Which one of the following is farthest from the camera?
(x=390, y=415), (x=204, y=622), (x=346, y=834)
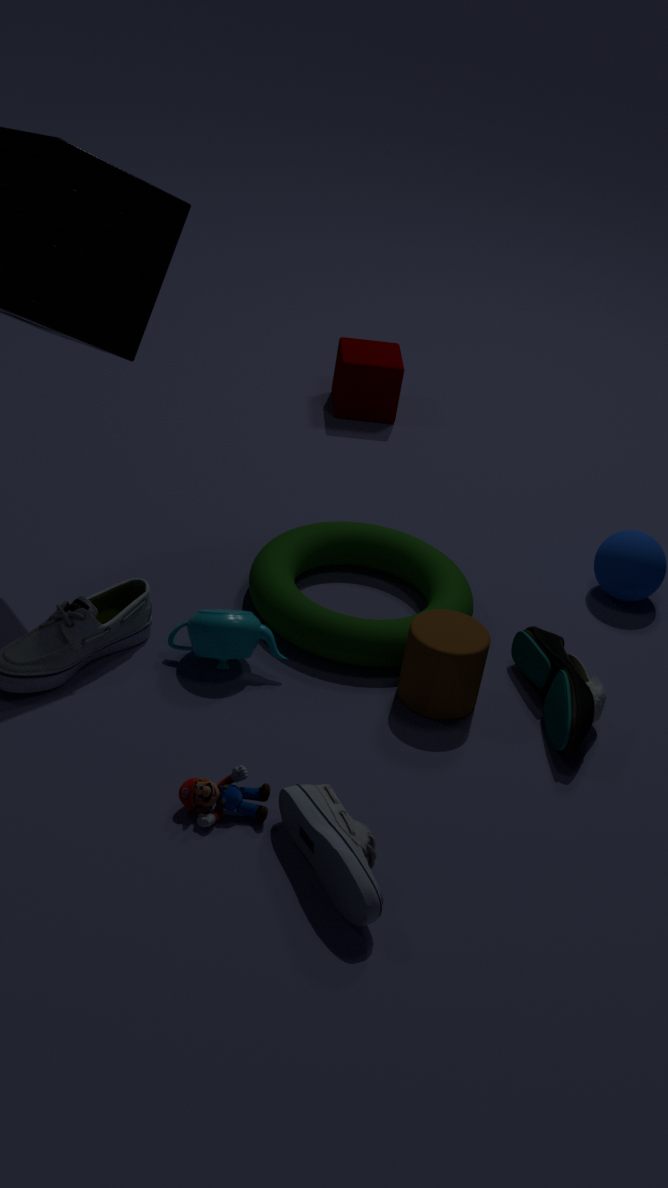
(x=390, y=415)
